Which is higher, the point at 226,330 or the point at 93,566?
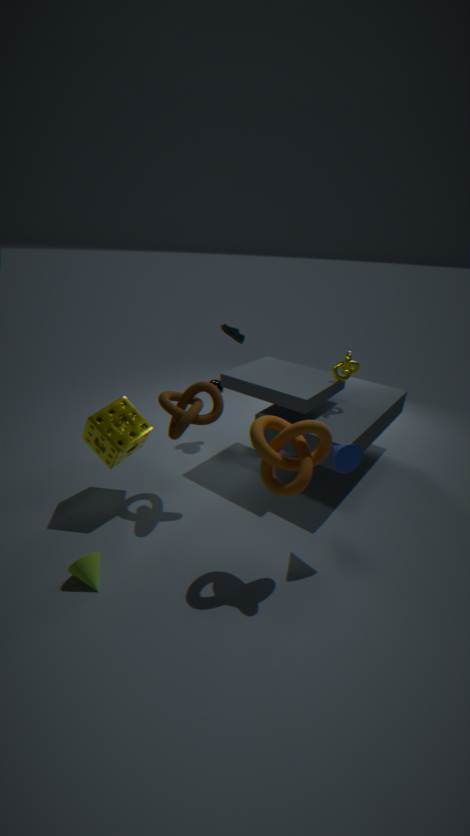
the point at 226,330
